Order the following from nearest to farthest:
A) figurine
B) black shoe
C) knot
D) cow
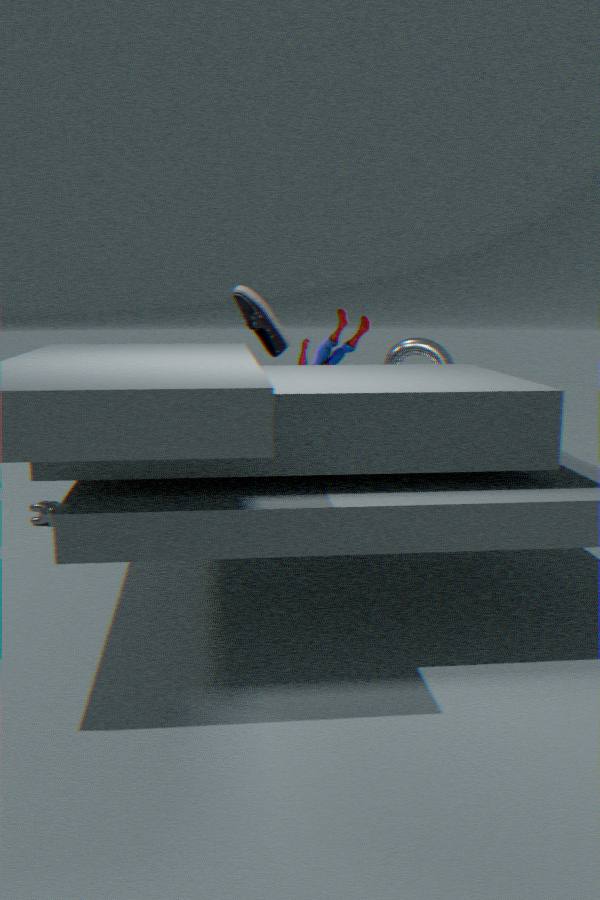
1. figurine
2. cow
3. knot
4. black shoe
